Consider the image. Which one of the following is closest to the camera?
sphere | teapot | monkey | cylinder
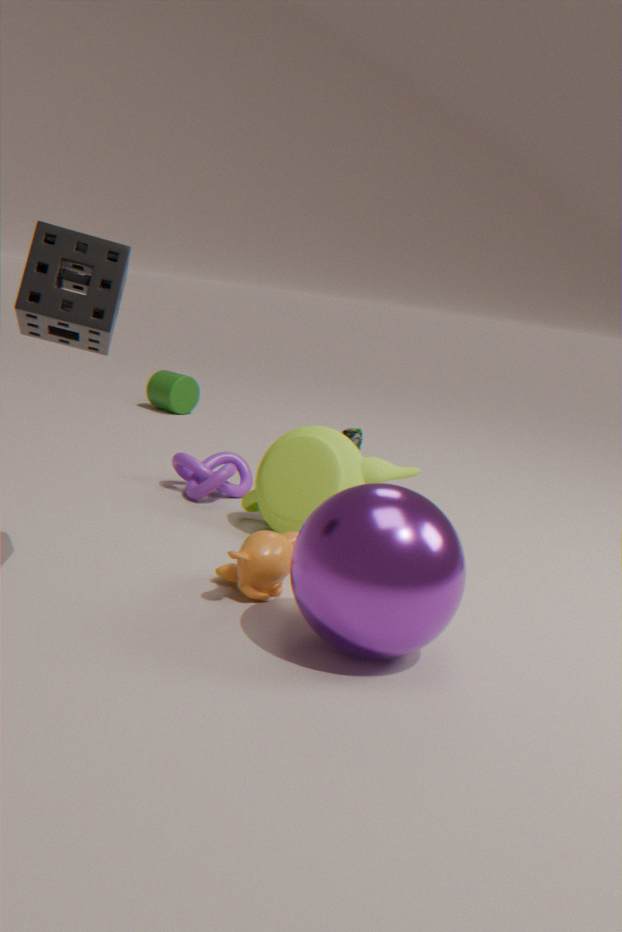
sphere
